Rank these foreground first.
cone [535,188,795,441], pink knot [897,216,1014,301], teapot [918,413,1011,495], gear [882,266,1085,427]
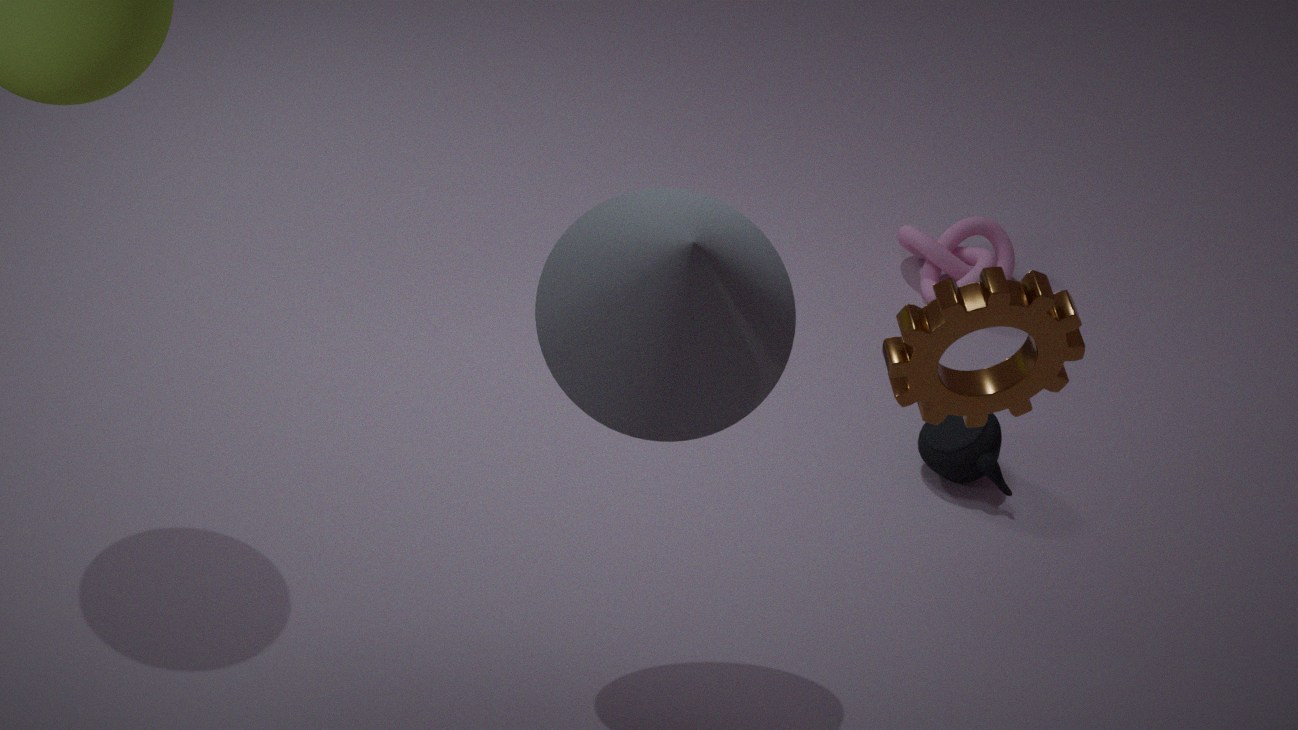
1. gear [882,266,1085,427]
2. cone [535,188,795,441]
3. teapot [918,413,1011,495]
4. pink knot [897,216,1014,301]
